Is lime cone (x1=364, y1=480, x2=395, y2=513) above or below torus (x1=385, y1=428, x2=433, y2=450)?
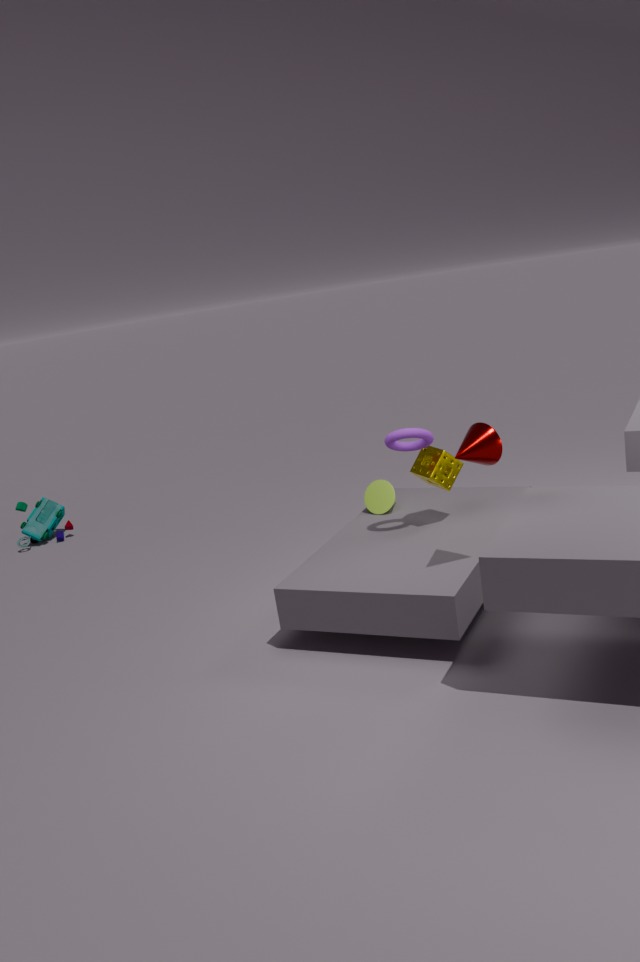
below
